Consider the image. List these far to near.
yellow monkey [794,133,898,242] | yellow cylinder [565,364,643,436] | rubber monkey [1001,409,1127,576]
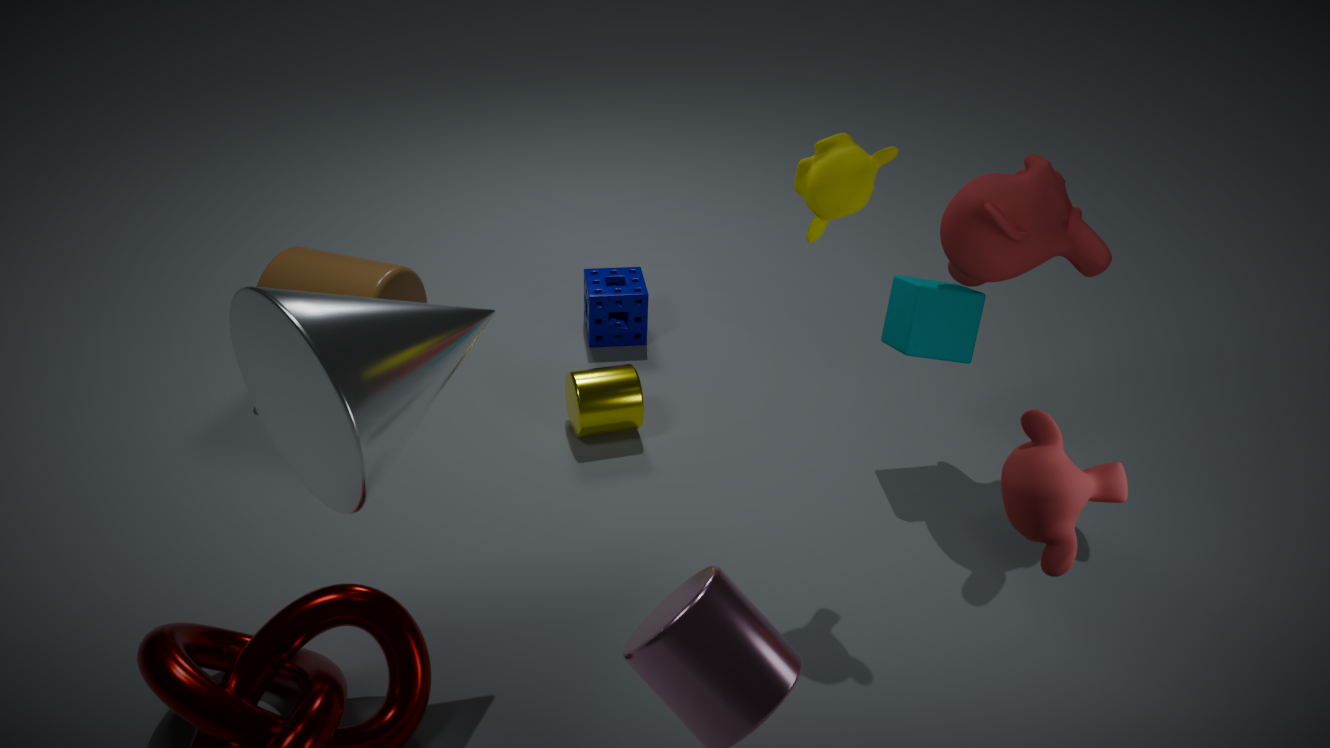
yellow cylinder [565,364,643,436], yellow monkey [794,133,898,242], rubber monkey [1001,409,1127,576]
